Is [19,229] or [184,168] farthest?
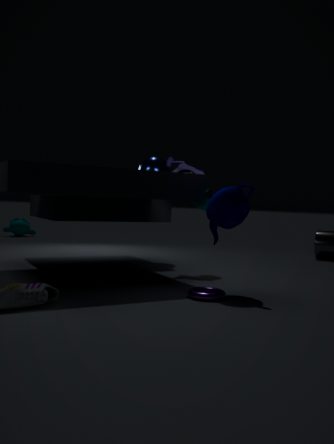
[19,229]
